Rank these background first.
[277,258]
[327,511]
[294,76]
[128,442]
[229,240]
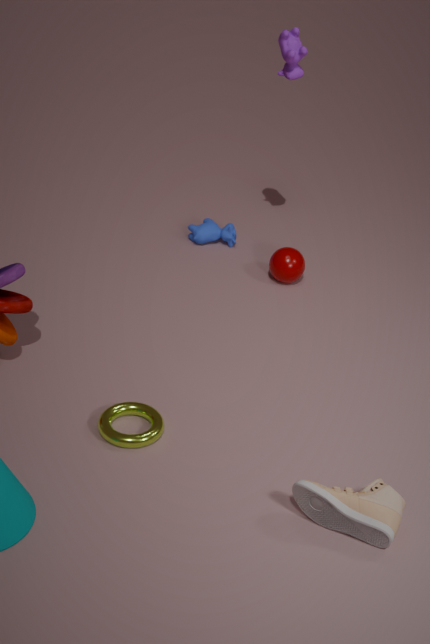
[229,240], [277,258], [294,76], [128,442], [327,511]
